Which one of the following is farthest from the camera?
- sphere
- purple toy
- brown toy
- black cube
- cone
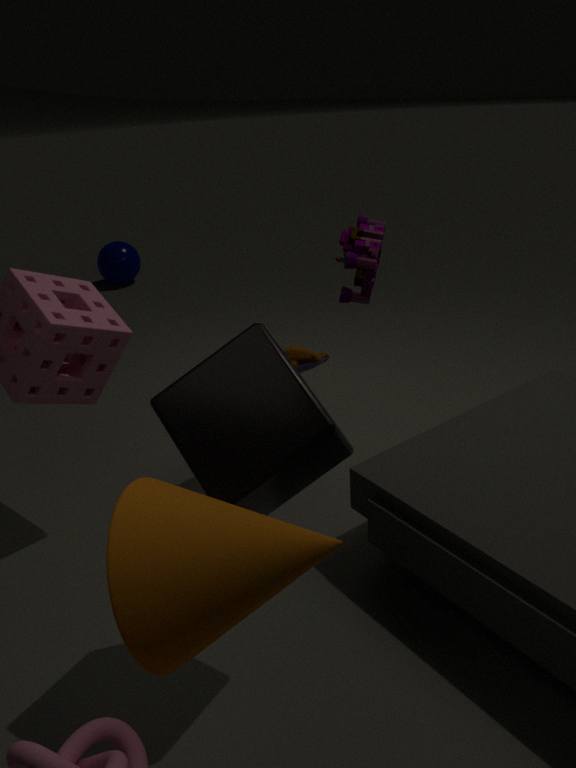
sphere
